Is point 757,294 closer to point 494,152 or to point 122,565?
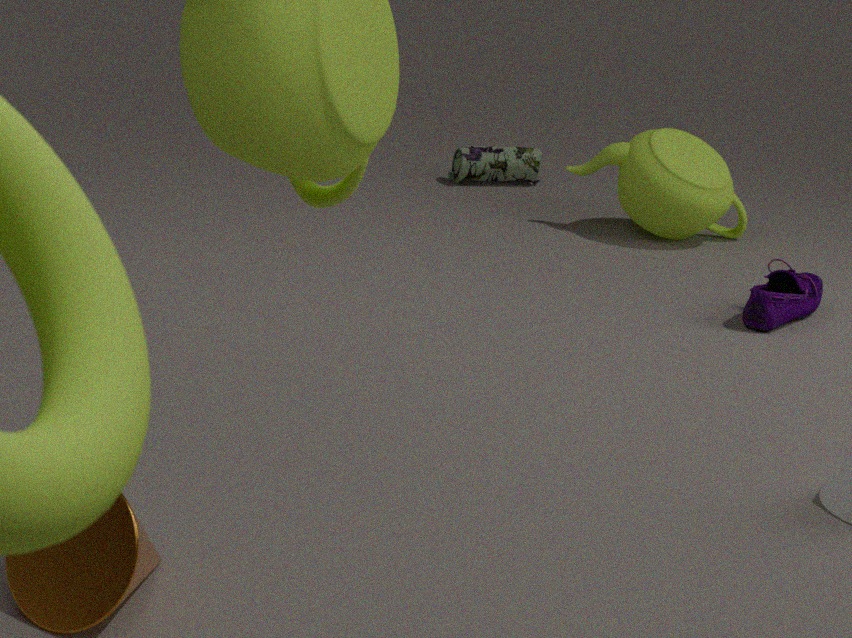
point 494,152
